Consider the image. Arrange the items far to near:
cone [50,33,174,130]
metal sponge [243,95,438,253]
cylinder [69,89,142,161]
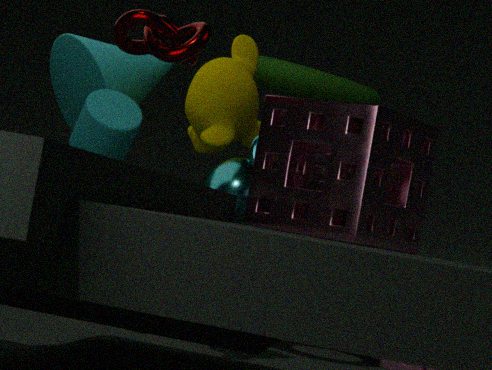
1. cone [50,33,174,130]
2. cylinder [69,89,142,161]
3. metal sponge [243,95,438,253]
